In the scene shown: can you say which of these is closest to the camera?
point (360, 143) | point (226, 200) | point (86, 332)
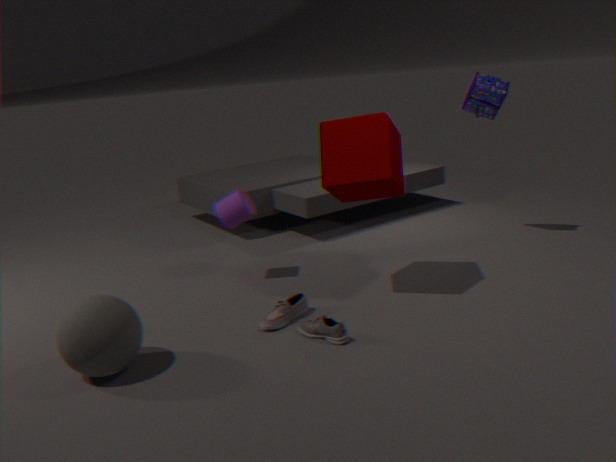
point (86, 332)
